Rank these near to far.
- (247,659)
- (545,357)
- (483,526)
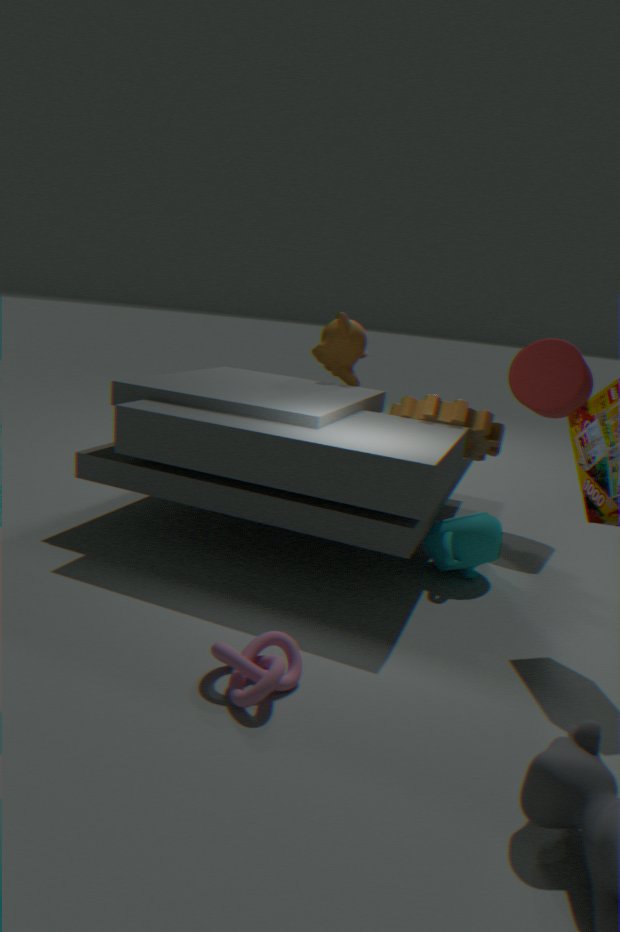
1. (247,659)
2. (483,526)
3. (545,357)
